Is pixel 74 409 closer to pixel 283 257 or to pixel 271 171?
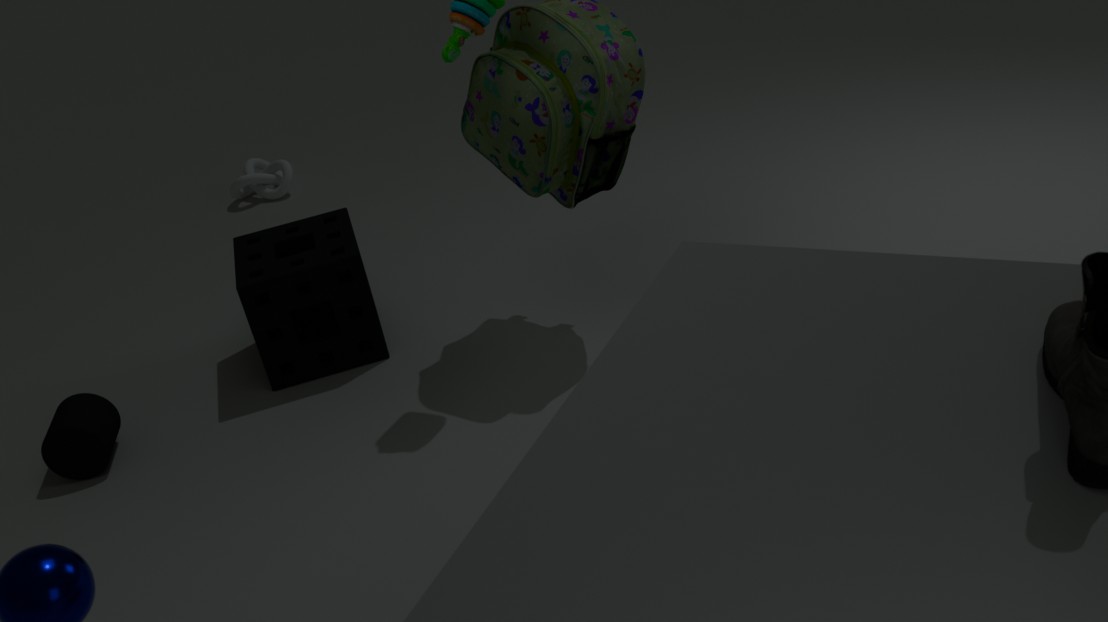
pixel 283 257
